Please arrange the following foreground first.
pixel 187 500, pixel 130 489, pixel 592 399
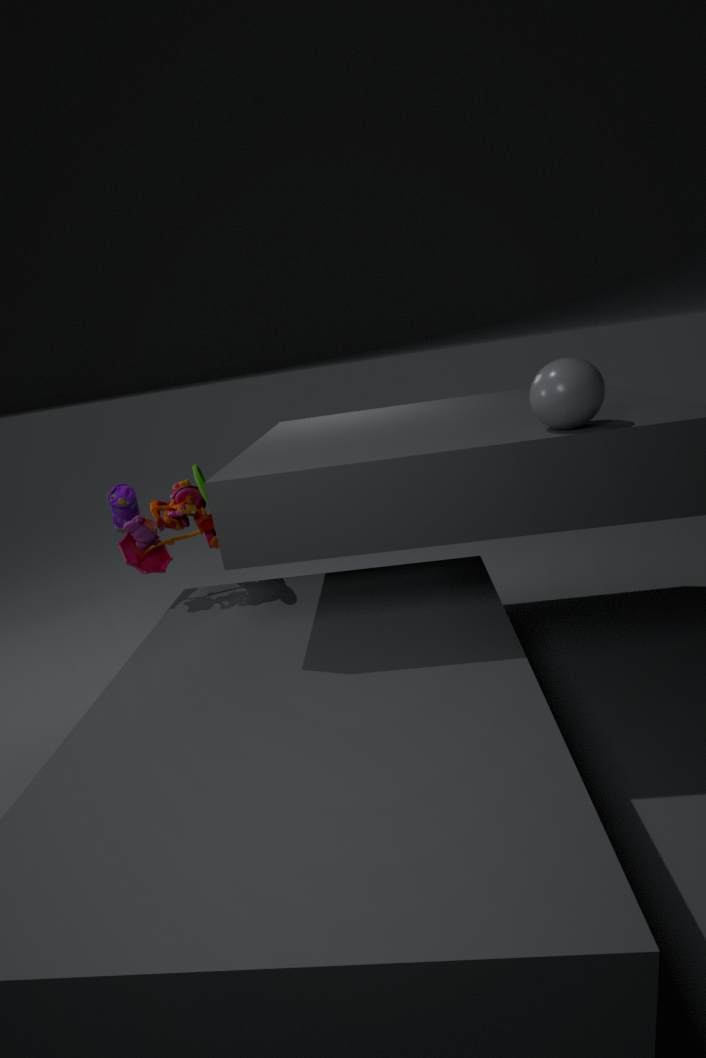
pixel 592 399
pixel 187 500
pixel 130 489
